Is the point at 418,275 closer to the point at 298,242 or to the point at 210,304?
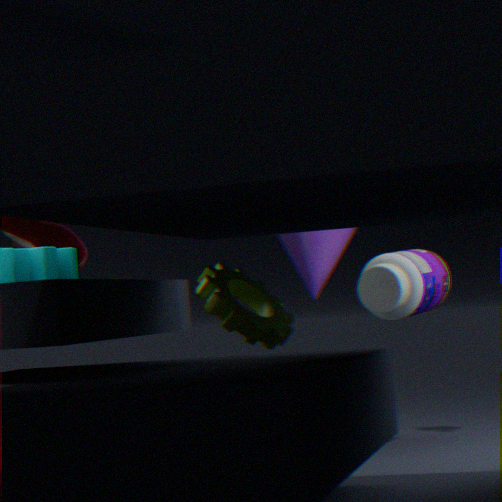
the point at 298,242
